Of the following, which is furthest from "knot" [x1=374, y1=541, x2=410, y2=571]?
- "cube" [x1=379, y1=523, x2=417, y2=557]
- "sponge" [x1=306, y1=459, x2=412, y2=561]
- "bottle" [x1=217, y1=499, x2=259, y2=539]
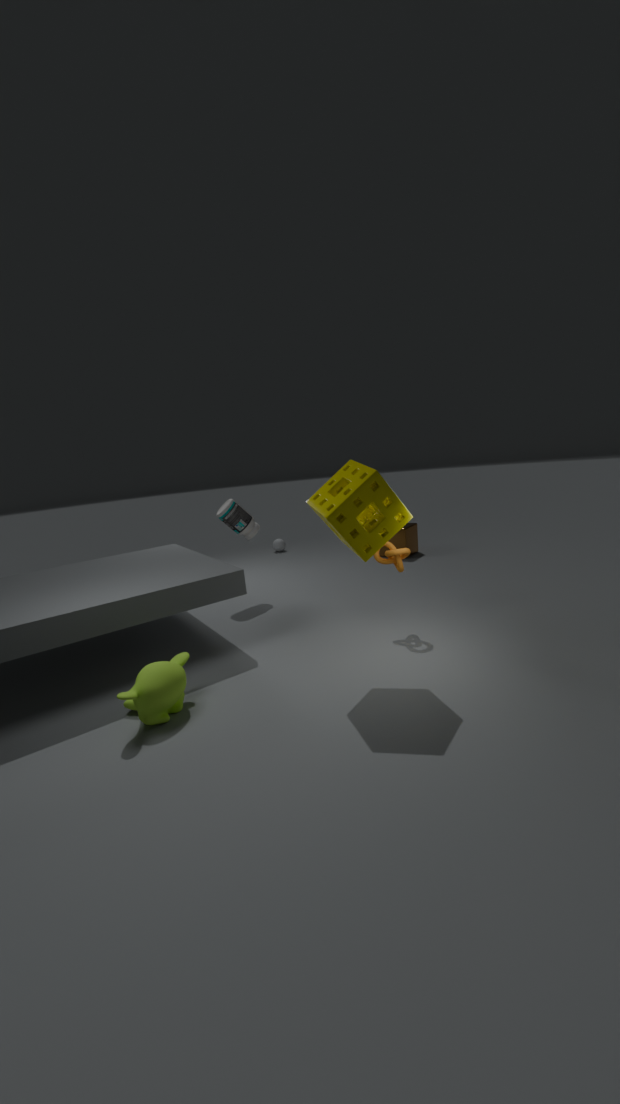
"cube" [x1=379, y1=523, x2=417, y2=557]
